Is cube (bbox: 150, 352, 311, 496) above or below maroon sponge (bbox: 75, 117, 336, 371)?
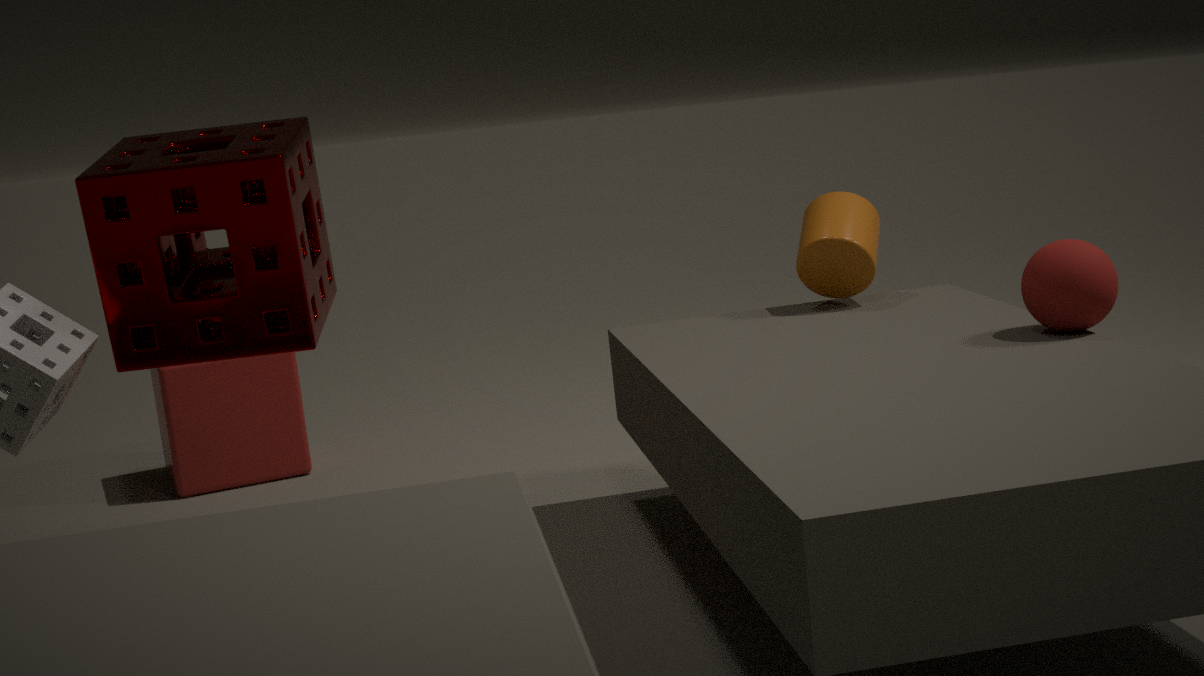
below
